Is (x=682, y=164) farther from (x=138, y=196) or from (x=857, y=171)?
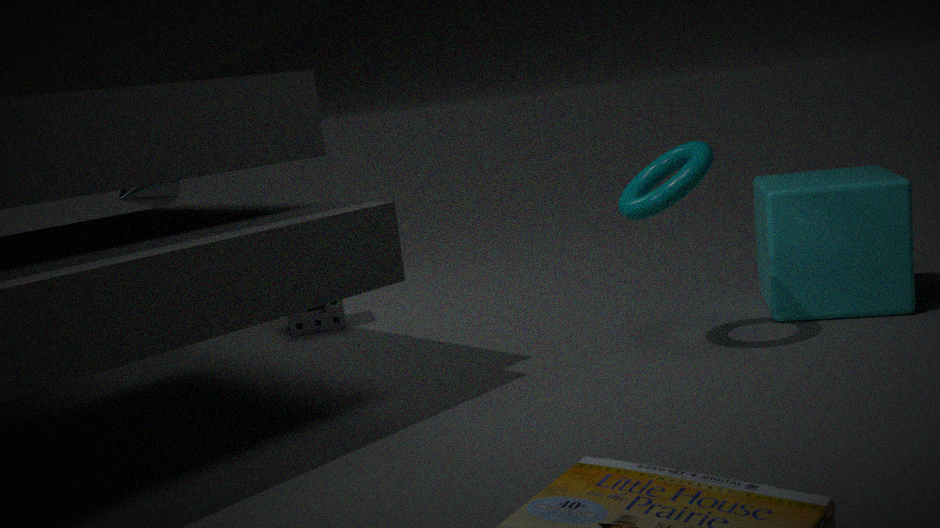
(x=138, y=196)
